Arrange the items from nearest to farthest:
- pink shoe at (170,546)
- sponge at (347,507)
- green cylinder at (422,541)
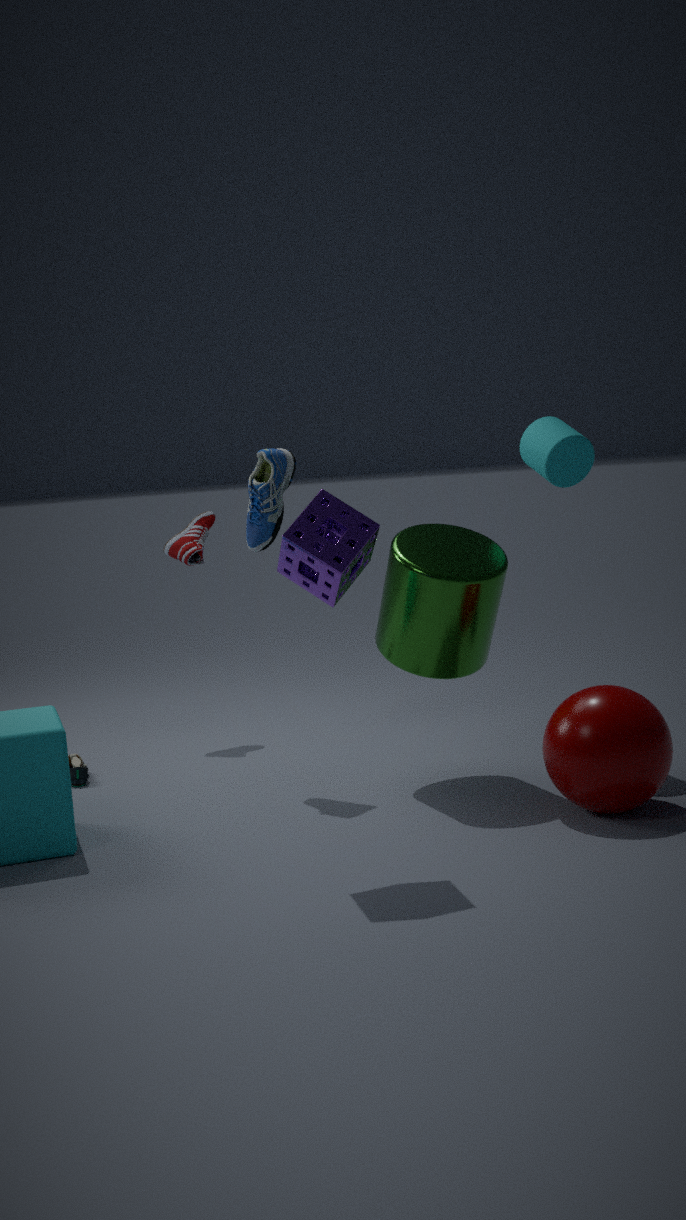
sponge at (347,507) < green cylinder at (422,541) < pink shoe at (170,546)
